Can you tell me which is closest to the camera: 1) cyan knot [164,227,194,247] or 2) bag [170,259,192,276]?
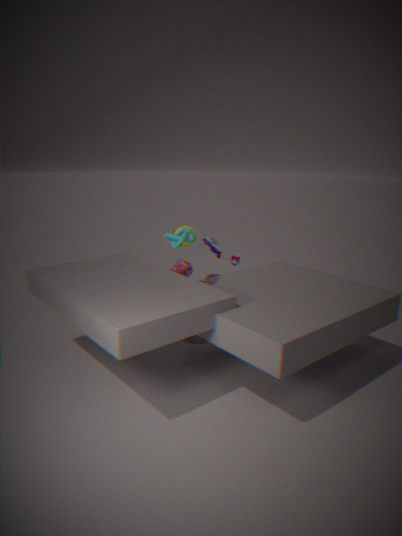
1. cyan knot [164,227,194,247]
